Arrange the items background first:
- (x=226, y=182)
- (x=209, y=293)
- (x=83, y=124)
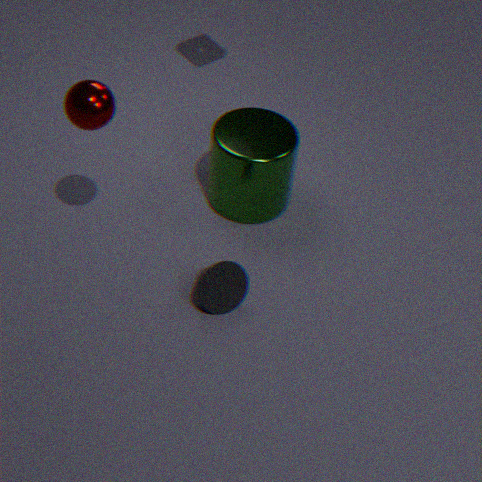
(x=226, y=182), (x=209, y=293), (x=83, y=124)
